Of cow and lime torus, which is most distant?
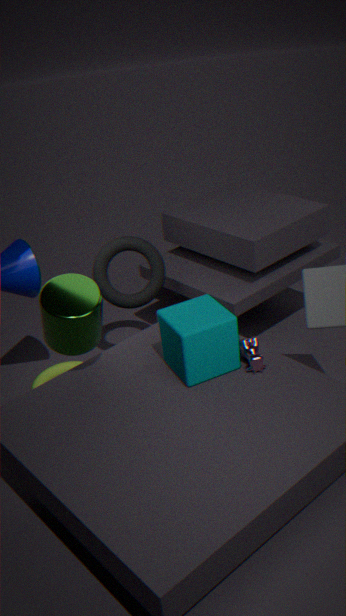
lime torus
